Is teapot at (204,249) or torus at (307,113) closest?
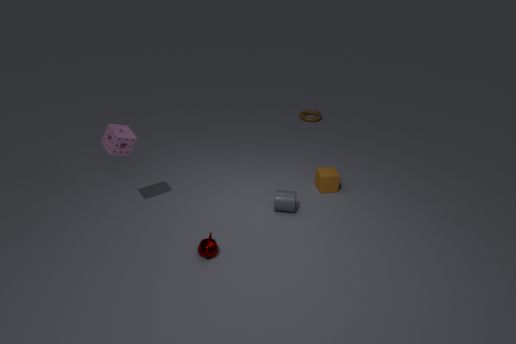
teapot at (204,249)
